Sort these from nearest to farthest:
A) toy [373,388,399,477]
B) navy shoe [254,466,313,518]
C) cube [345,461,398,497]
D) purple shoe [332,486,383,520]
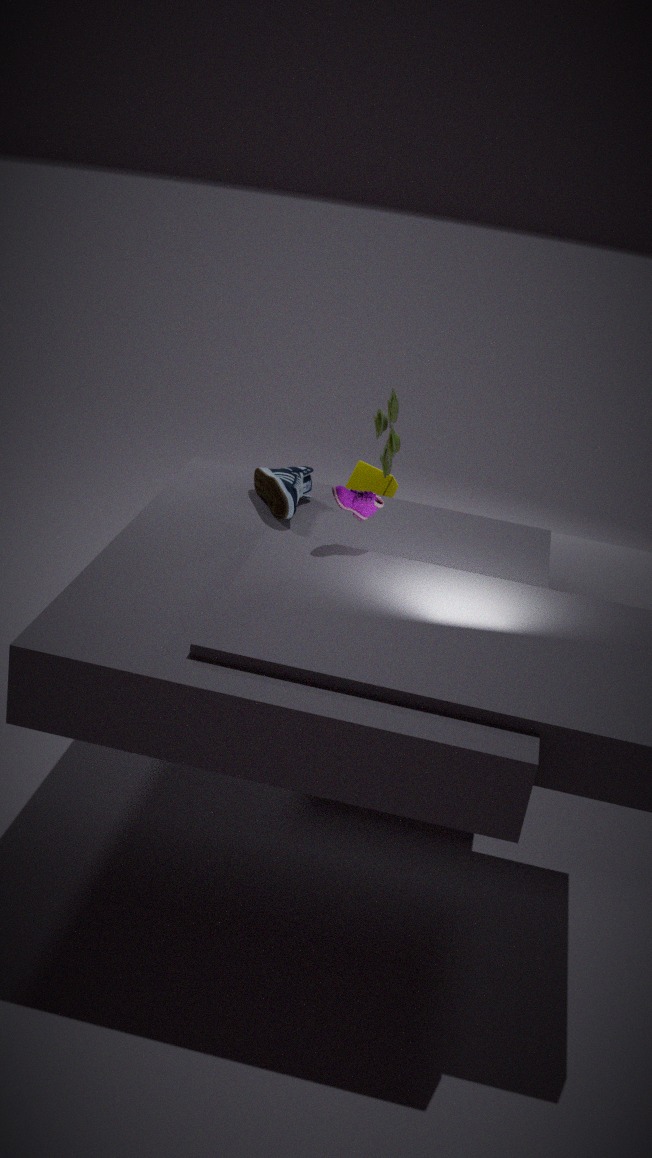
purple shoe [332,486,383,520] → navy shoe [254,466,313,518] → toy [373,388,399,477] → cube [345,461,398,497]
